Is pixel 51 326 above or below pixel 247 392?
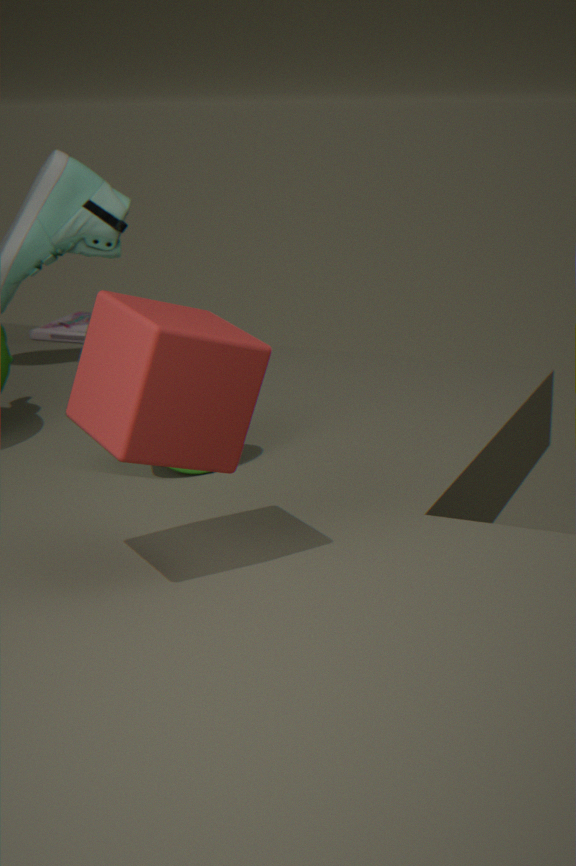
below
